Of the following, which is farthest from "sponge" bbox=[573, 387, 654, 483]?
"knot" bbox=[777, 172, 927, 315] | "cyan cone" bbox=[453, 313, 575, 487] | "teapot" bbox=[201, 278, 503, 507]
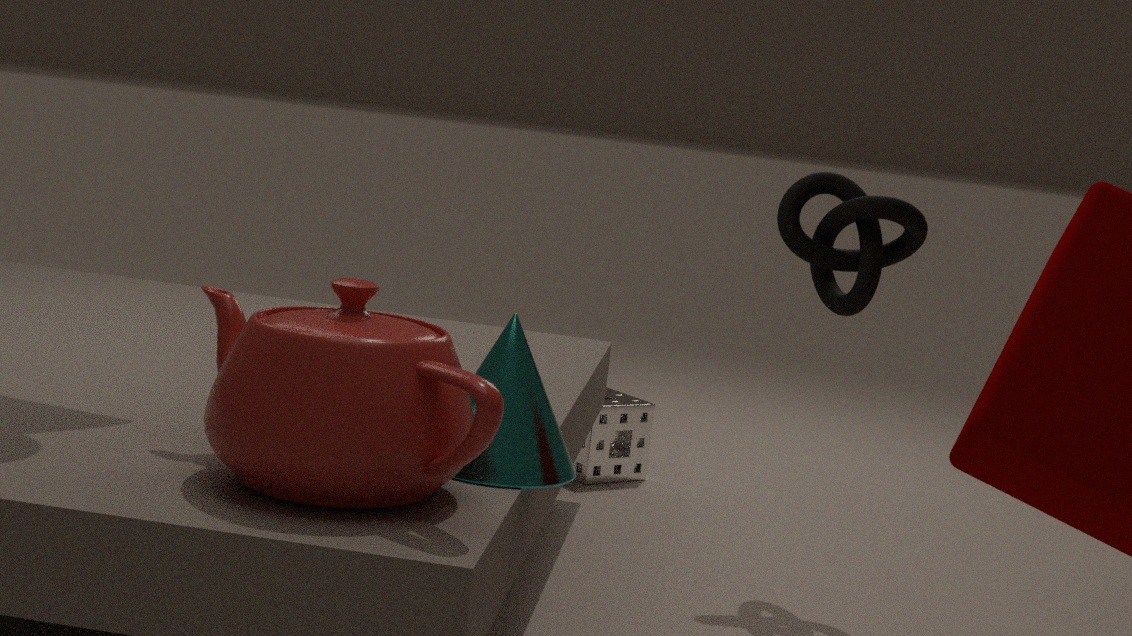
"teapot" bbox=[201, 278, 503, 507]
